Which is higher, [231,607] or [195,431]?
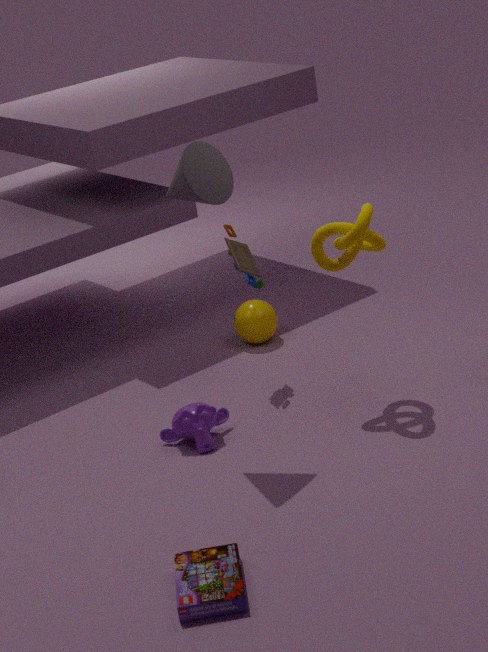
[195,431]
